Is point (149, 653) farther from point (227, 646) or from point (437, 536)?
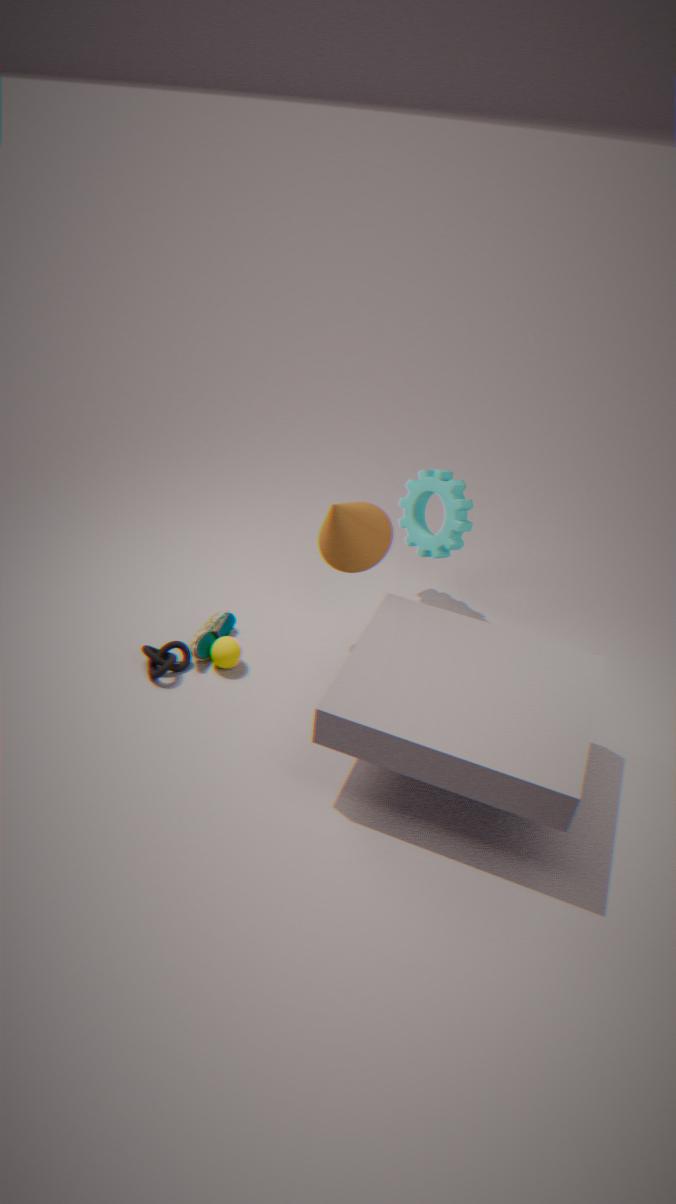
point (437, 536)
